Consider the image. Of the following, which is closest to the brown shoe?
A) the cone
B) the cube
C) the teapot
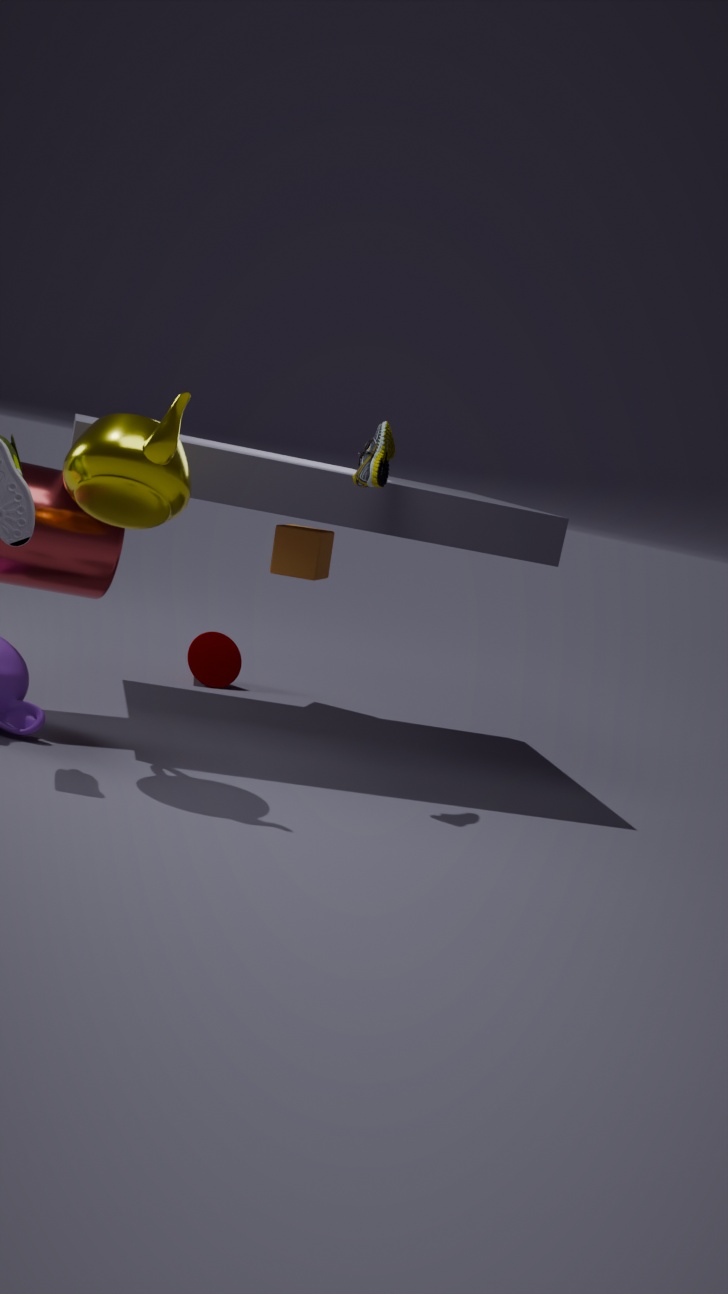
the teapot
